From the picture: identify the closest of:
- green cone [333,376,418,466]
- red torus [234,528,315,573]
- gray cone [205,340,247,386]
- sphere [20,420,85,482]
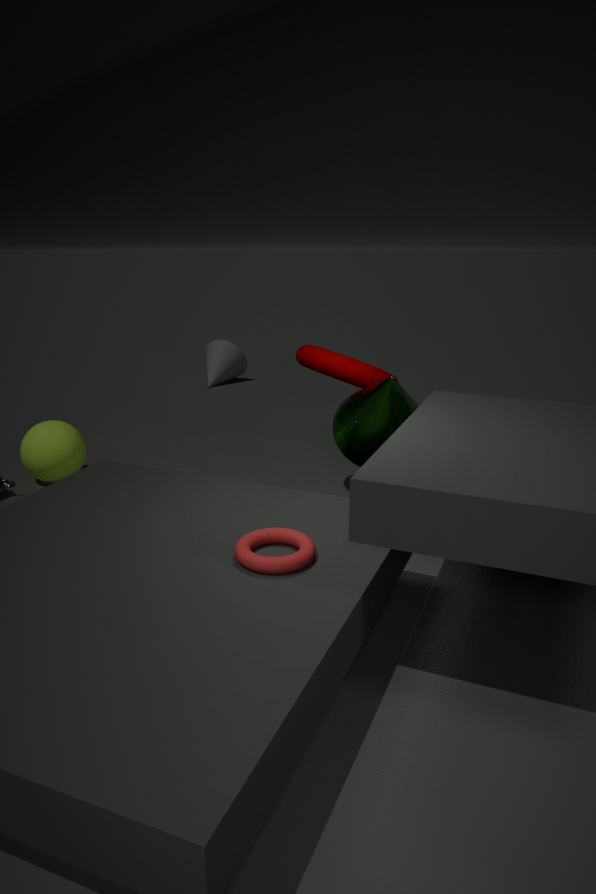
red torus [234,528,315,573]
